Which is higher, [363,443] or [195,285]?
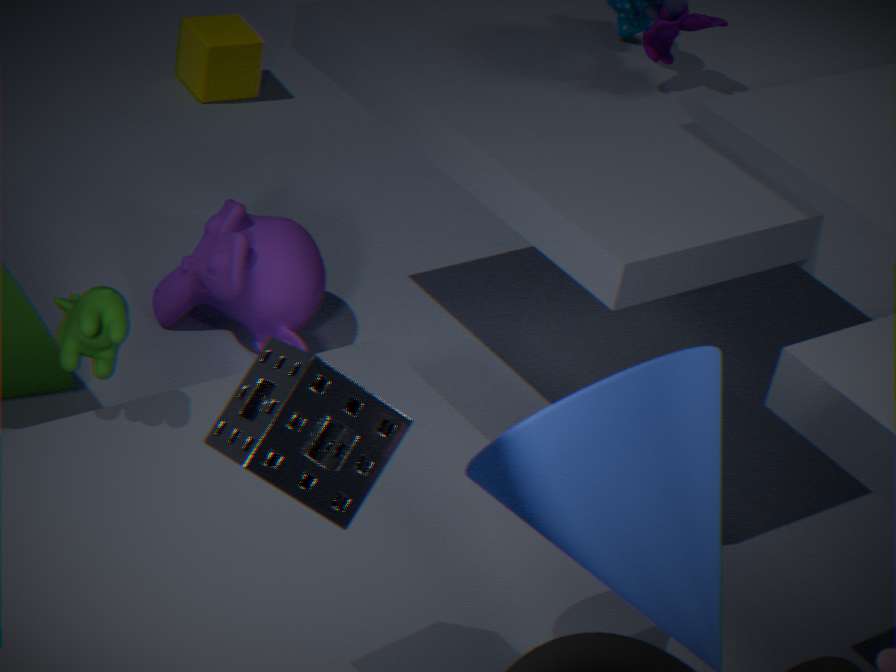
[363,443]
